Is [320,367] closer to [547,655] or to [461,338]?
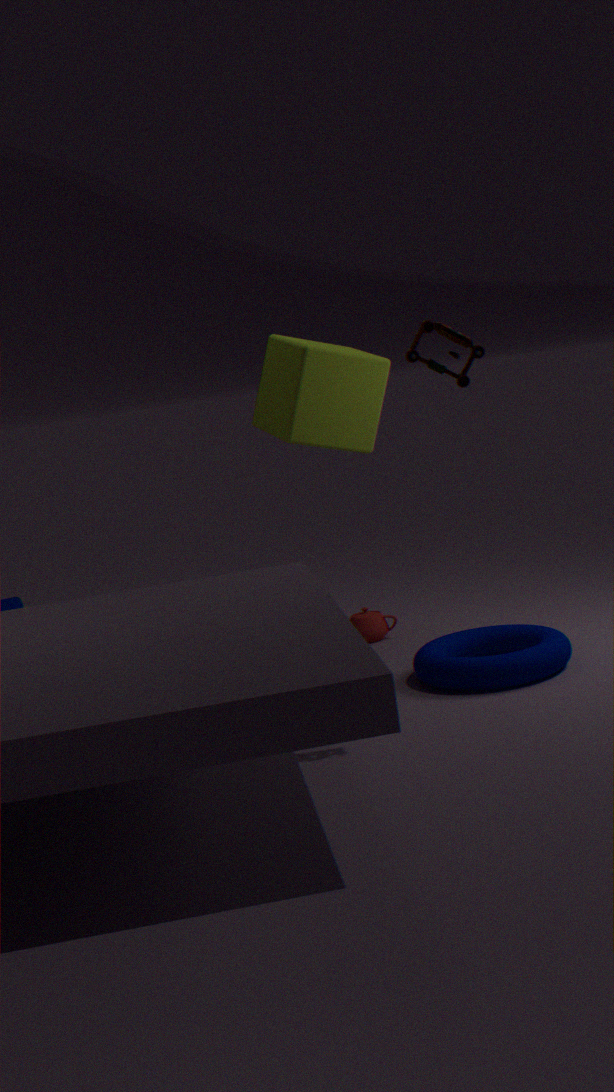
[547,655]
